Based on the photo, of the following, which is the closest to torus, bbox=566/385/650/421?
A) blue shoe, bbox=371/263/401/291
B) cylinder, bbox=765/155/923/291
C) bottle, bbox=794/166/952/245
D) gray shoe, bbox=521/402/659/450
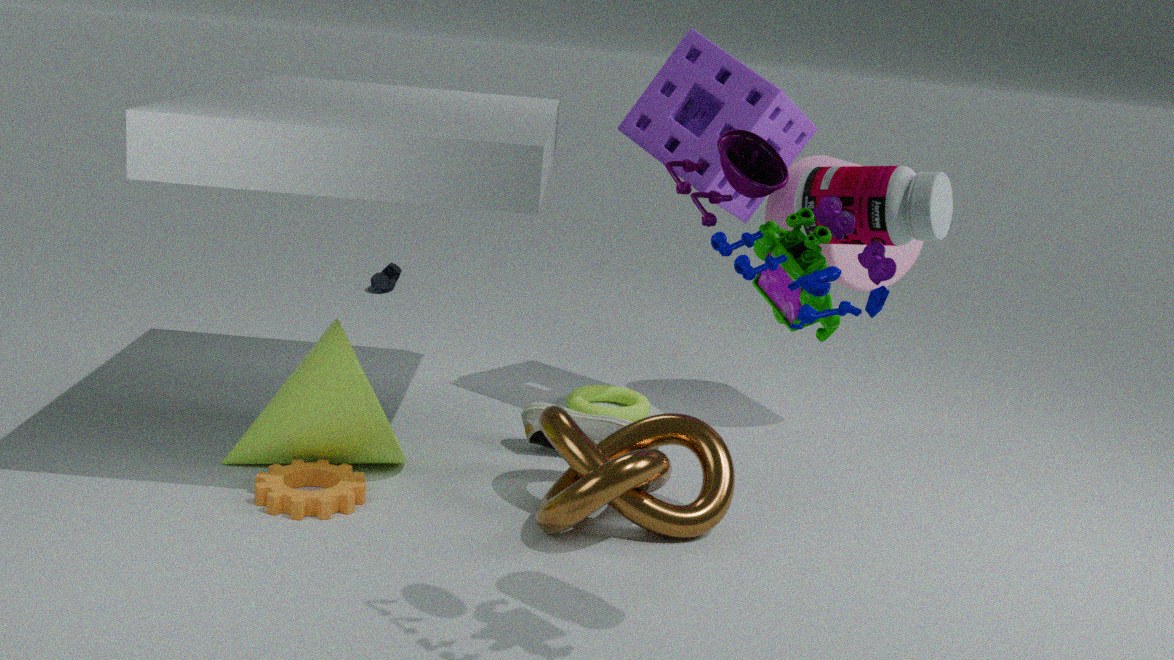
gray shoe, bbox=521/402/659/450
